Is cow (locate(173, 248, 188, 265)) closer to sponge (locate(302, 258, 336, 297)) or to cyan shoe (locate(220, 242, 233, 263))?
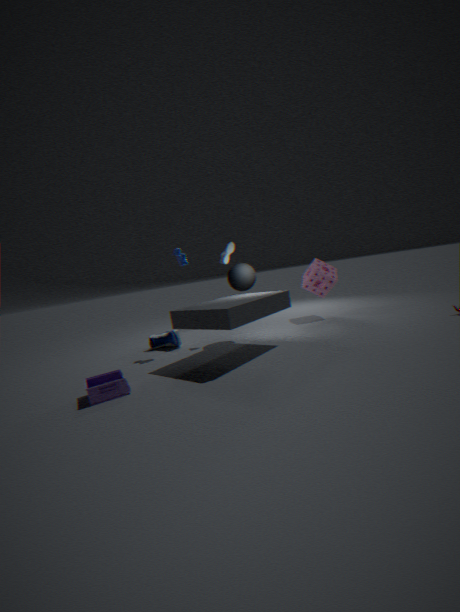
cyan shoe (locate(220, 242, 233, 263))
